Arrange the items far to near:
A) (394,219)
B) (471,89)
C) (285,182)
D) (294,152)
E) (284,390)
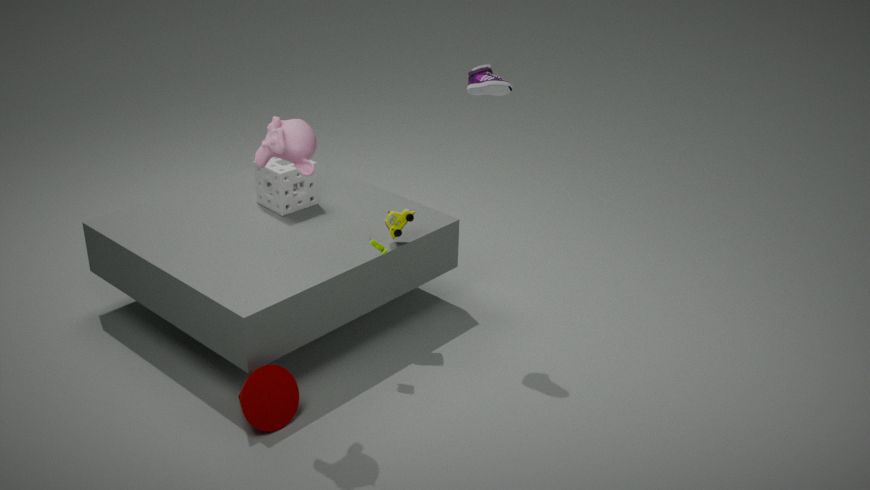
(285,182) < (394,219) < (471,89) < (284,390) < (294,152)
